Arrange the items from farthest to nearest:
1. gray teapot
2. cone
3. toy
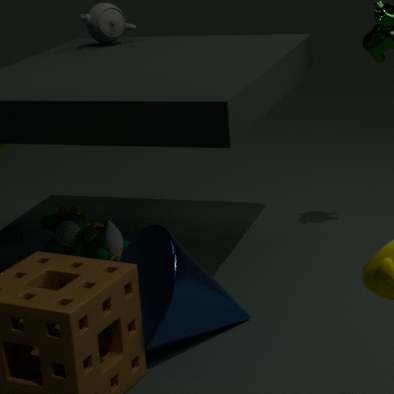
gray teapot < toy < cone
